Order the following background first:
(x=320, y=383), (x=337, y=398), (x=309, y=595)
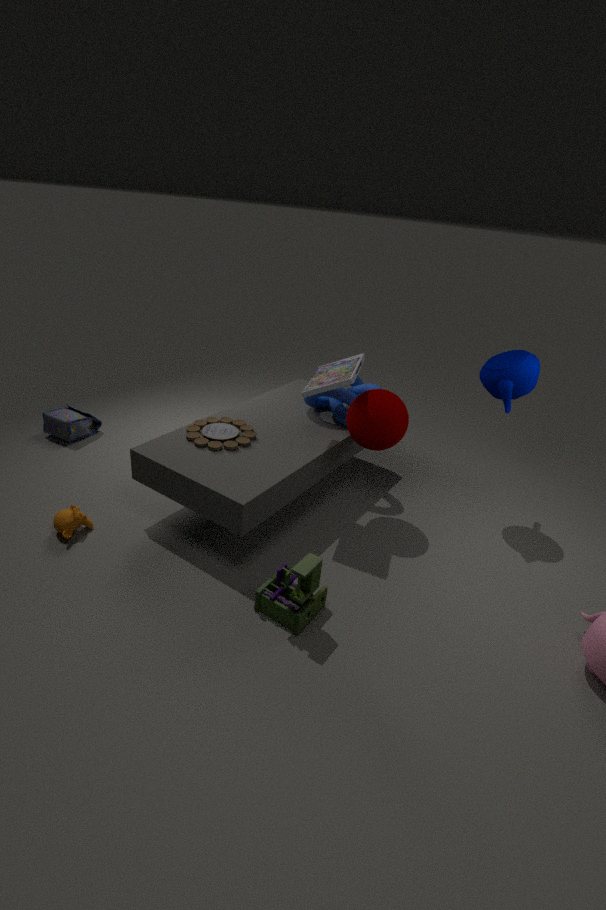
(x=337, y=398) → (x=320, y=383) → (x=309, y=595)
